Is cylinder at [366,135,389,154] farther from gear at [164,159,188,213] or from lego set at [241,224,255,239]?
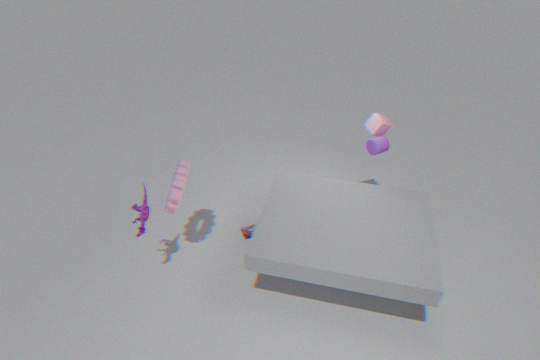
gear at [164,159,188,213]
